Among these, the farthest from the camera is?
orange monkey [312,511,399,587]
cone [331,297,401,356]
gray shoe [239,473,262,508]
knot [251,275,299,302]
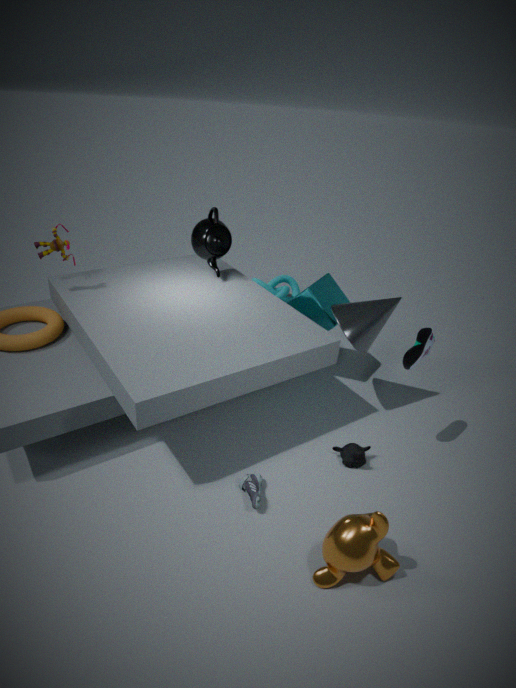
knot [251,275,299,302]
